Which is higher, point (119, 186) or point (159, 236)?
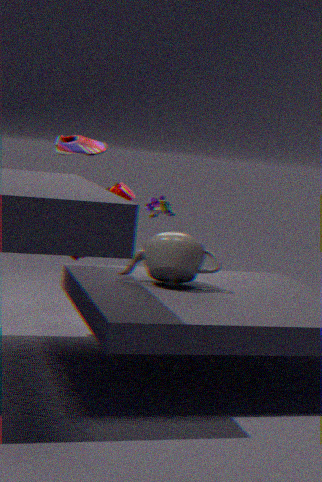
point (119, 186)
